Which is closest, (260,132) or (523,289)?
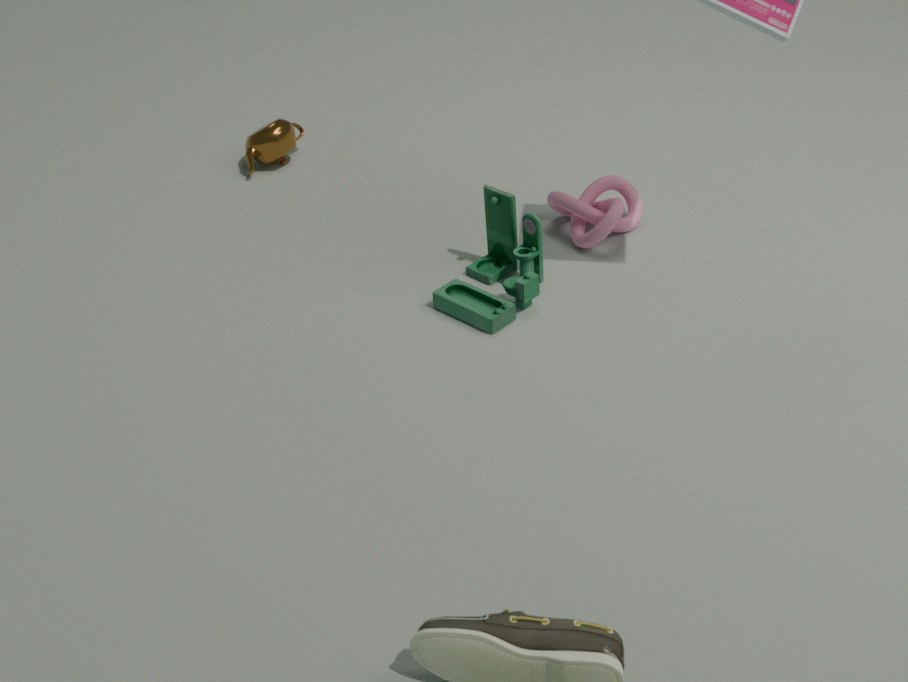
(523,289)
